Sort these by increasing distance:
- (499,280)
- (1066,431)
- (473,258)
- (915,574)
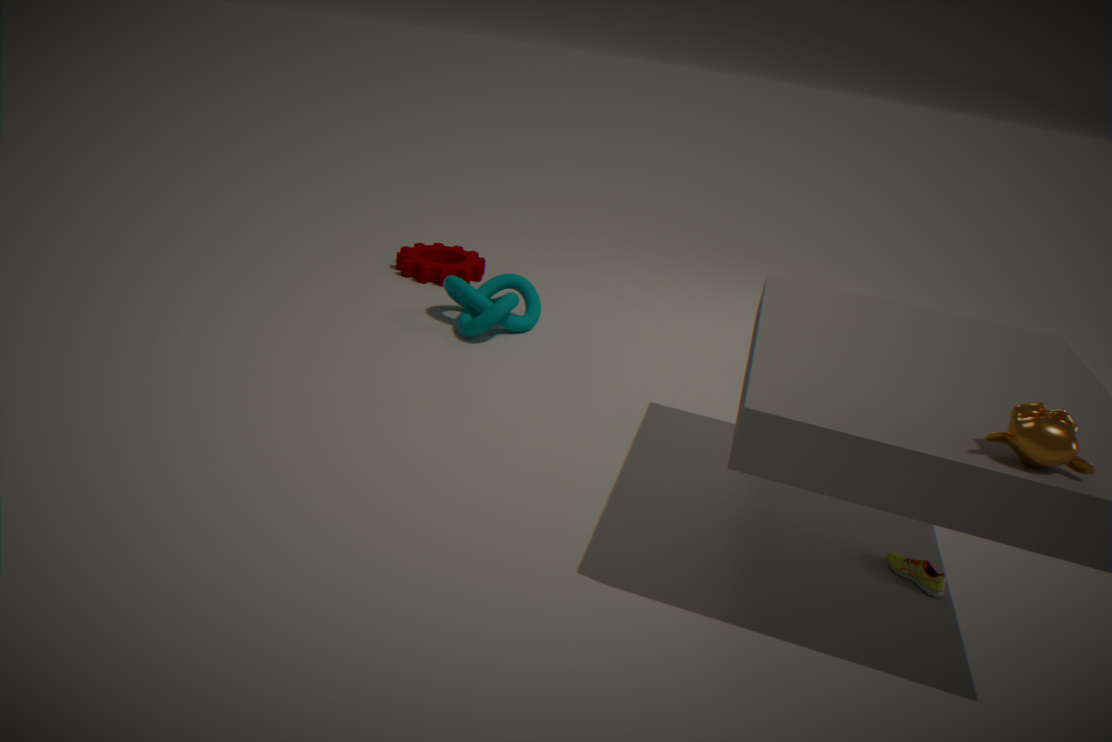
(1066,431), (915,574), (499,280), (473,258)
